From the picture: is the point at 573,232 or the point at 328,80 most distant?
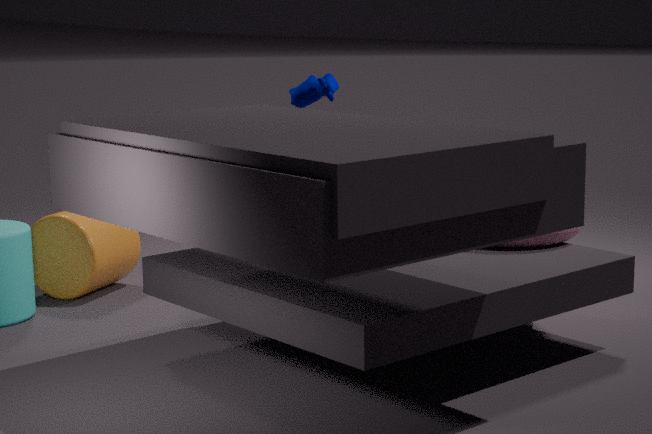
the point at 328,80
